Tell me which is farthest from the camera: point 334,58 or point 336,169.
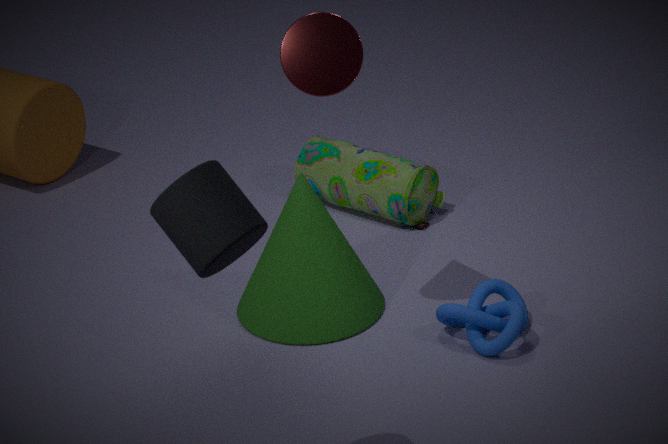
point 336,169
